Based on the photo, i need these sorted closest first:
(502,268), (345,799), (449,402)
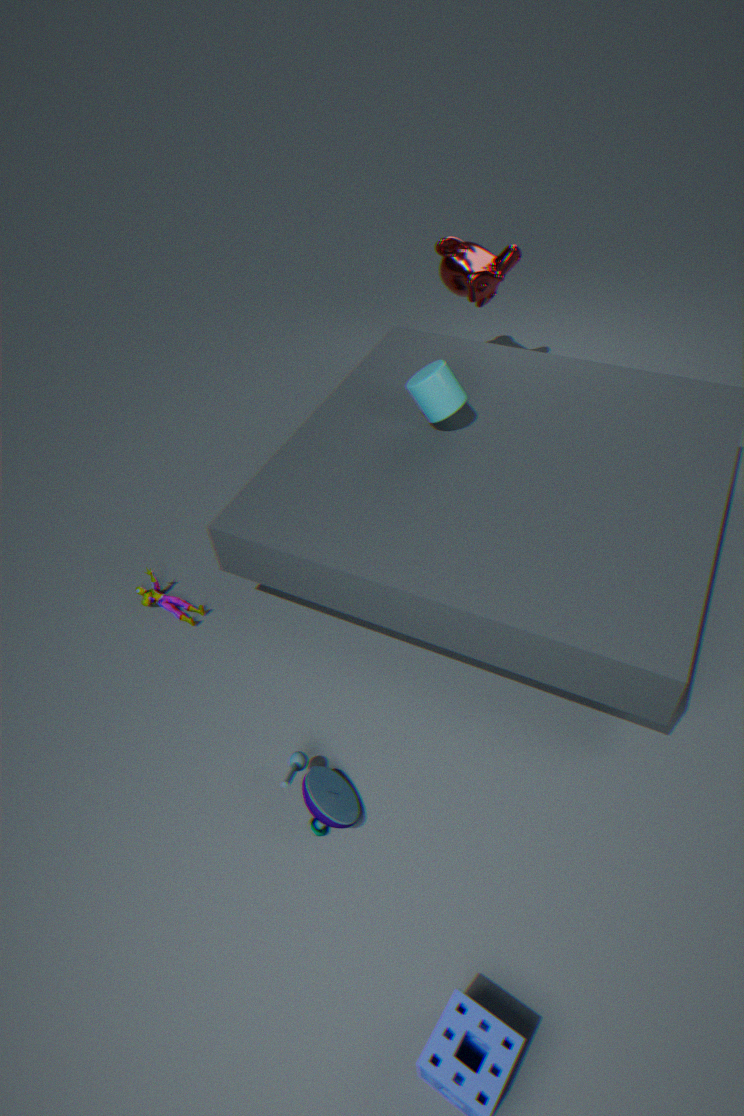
(345,799)
(449,402)
(502,268)
